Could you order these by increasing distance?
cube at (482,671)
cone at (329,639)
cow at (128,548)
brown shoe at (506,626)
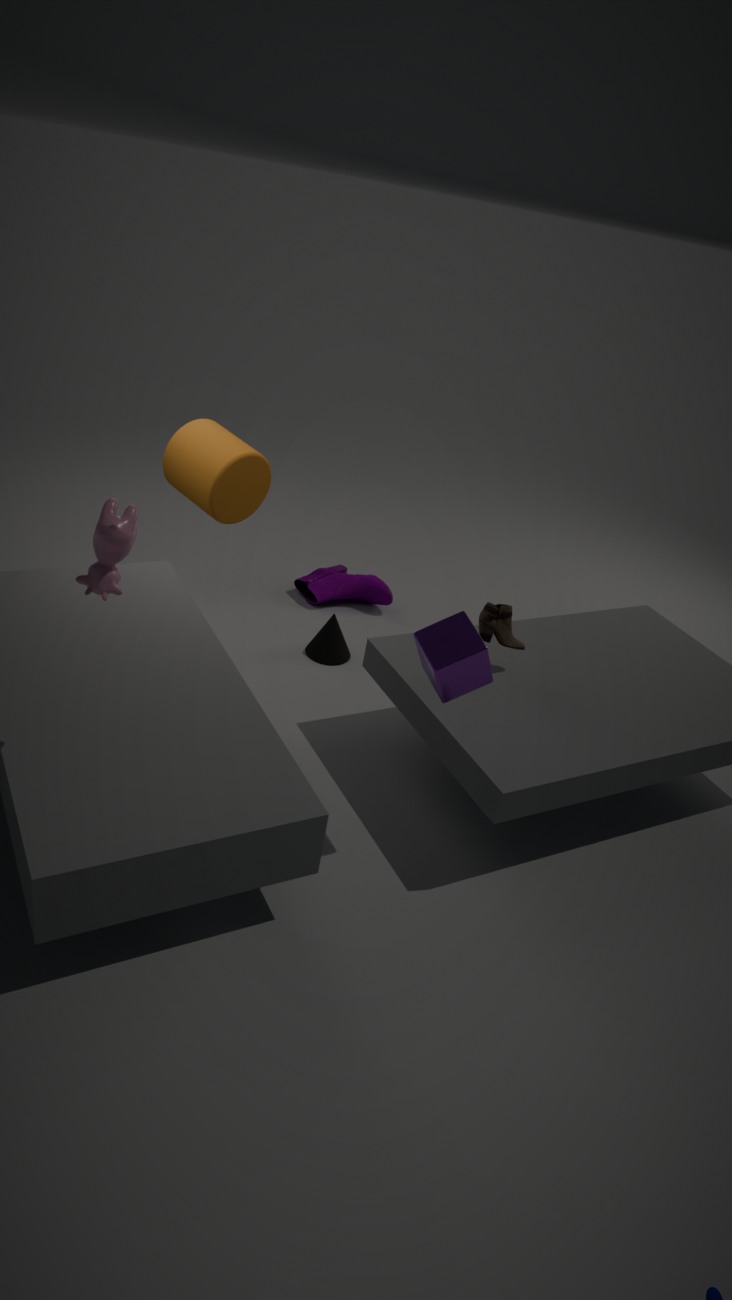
1. cow at (128,548)
2. cube at (482,671)
3. brown shoe at (506,626)
4. cone at (329,639)
